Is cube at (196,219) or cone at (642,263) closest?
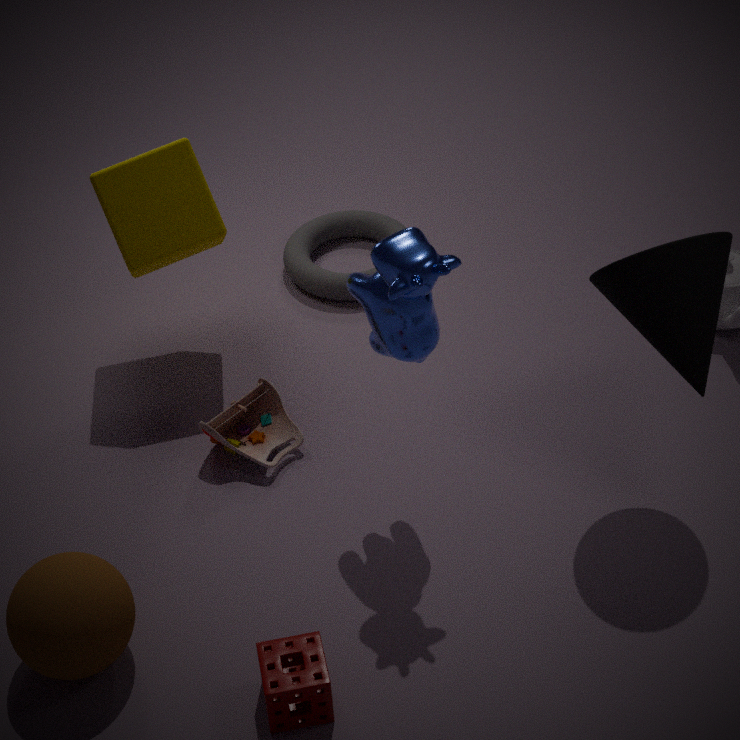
cone at (642,263)
